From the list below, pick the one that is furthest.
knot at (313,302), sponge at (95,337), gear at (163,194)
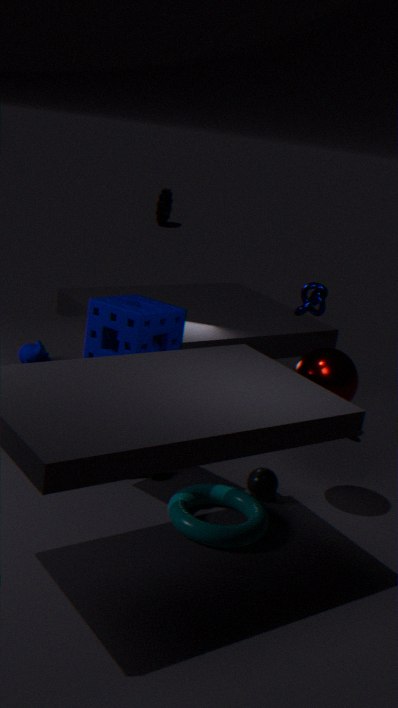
gear at (163,194)
